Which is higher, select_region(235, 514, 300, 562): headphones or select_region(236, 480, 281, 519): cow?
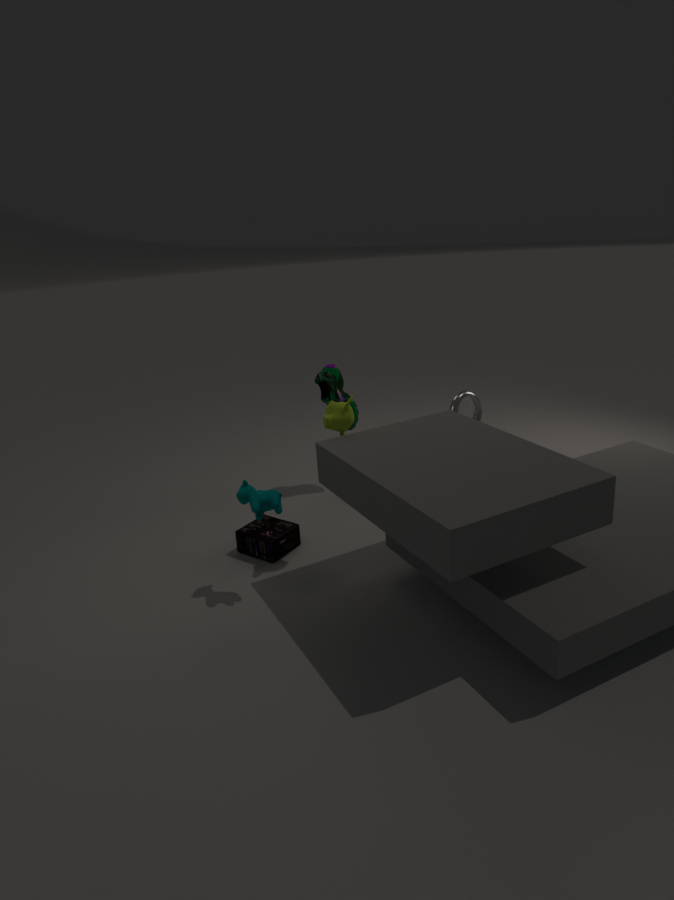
select_region(236, 480, 281, 519): cow
